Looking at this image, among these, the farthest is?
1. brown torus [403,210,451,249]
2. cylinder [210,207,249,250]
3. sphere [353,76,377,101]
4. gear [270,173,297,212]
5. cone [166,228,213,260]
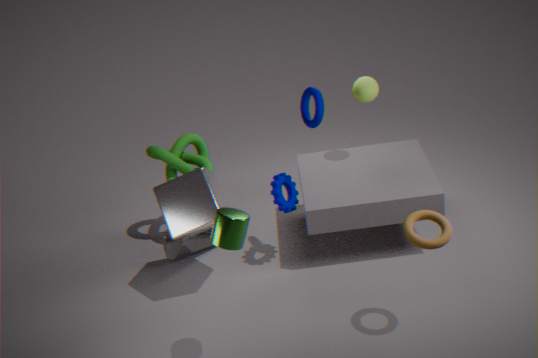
cone [166,228,213,260]
